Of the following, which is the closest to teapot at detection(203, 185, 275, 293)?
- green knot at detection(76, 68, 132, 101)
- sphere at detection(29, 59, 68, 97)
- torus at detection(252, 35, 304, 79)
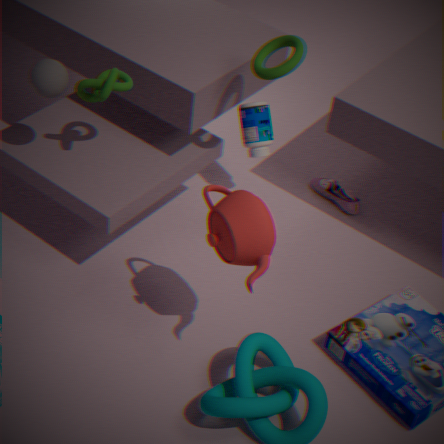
torus at detection(252, 35, 304, 79)
